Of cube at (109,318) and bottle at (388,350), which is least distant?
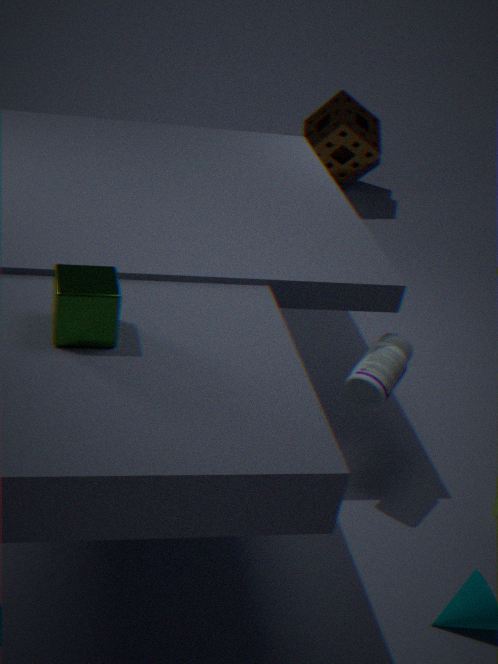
cube at (109,318)
